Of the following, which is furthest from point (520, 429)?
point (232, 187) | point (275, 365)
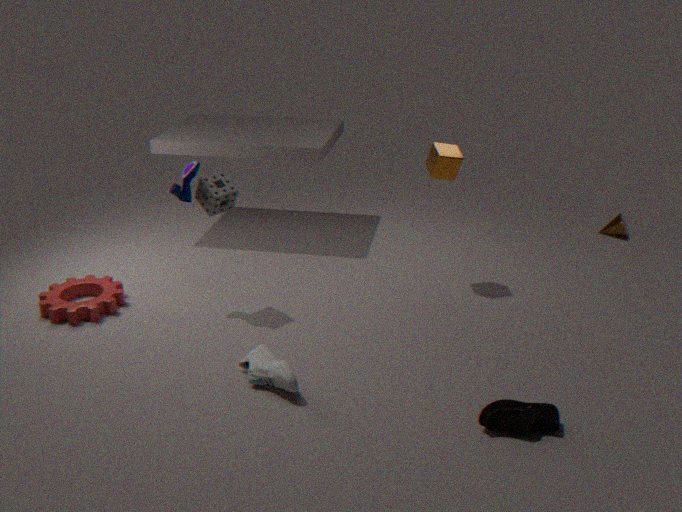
point (232, 187)
